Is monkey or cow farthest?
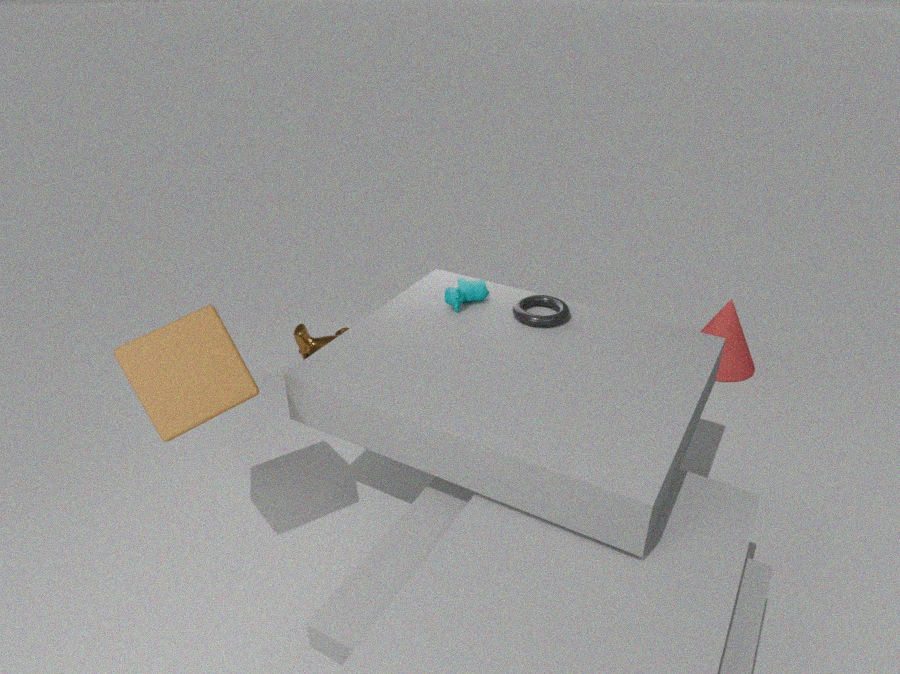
monkey
